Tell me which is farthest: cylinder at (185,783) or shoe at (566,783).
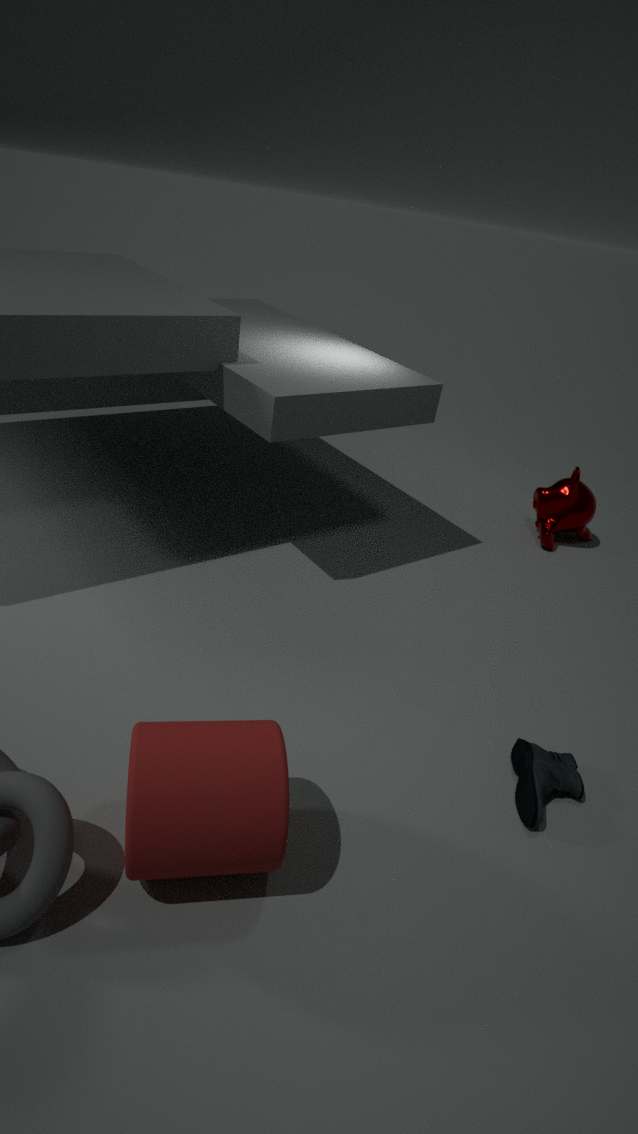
shoe at (566,783)
